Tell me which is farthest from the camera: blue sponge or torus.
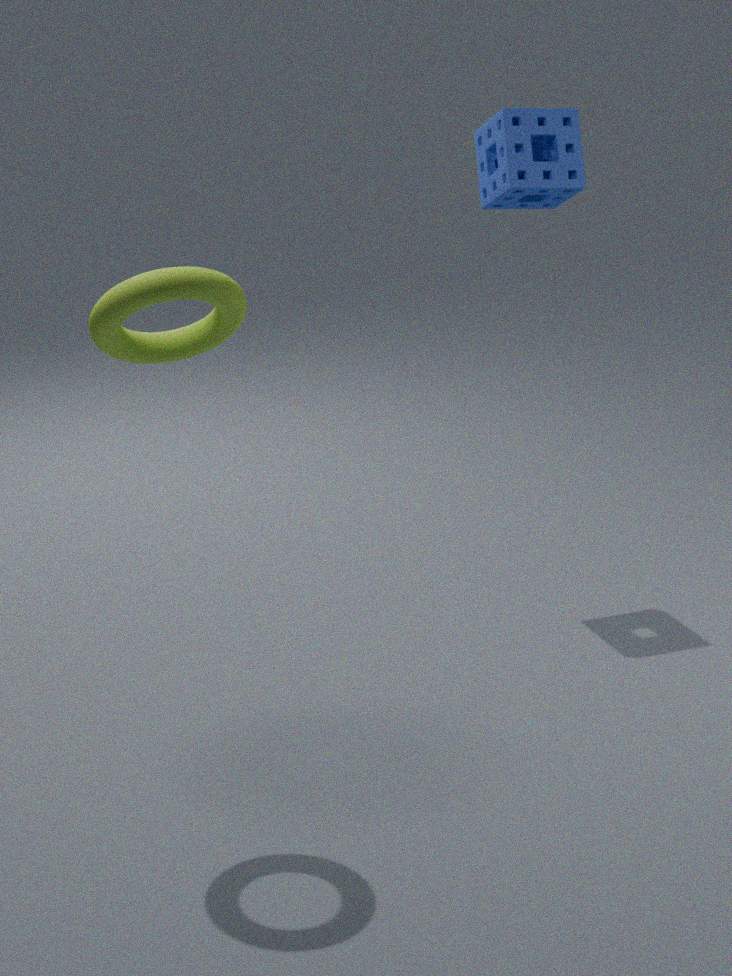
blue sponge
